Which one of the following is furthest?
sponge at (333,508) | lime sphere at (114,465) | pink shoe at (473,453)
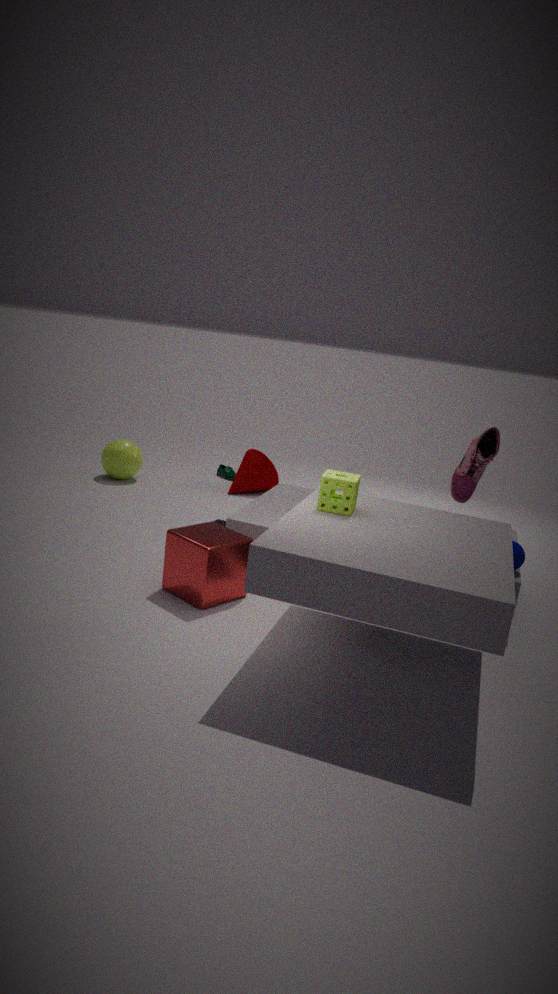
lime sphere at (114,465)
